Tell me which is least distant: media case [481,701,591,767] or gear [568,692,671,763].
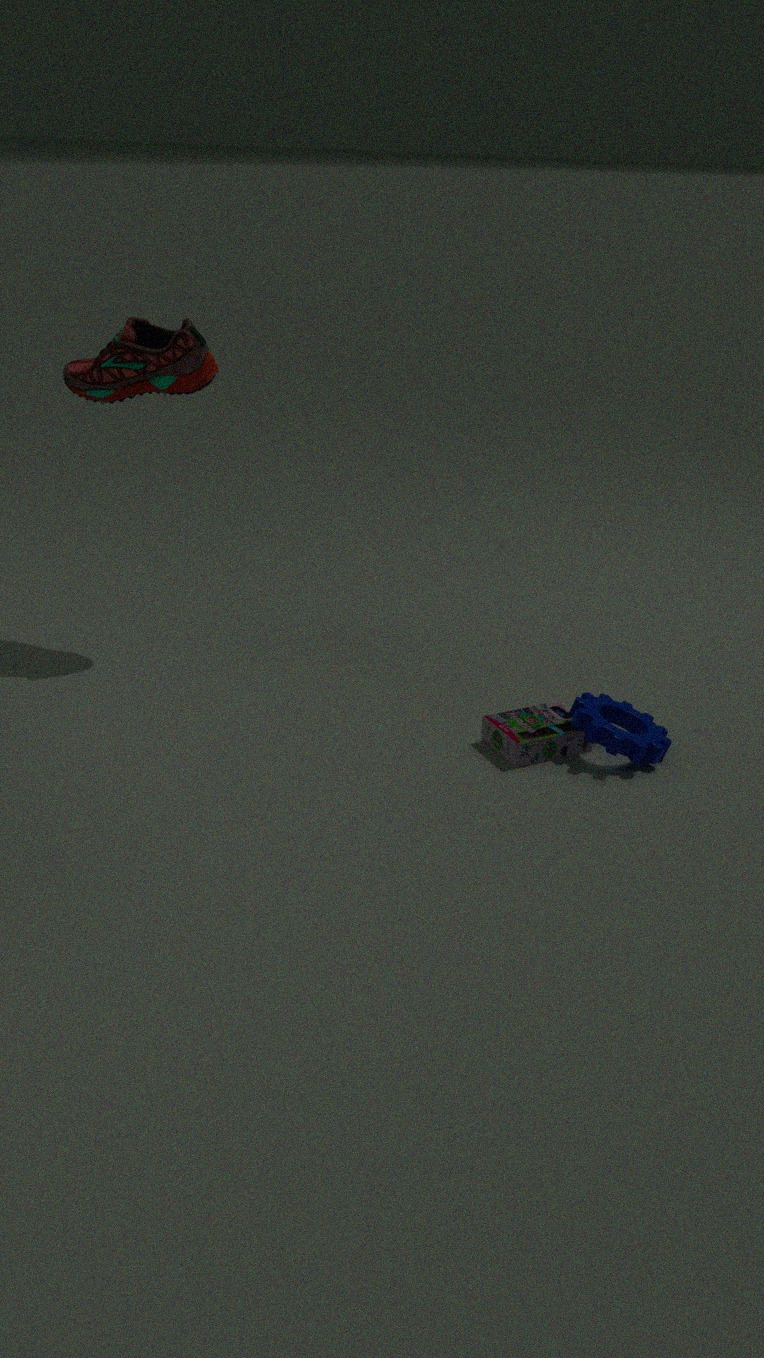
gear [568,692,671,763]
